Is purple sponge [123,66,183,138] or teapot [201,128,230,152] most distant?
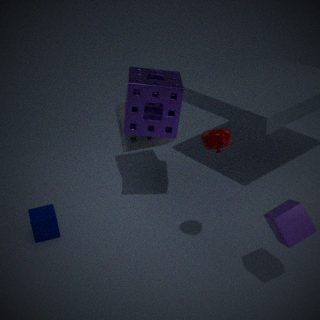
purple sponge [123,66,183,138]
